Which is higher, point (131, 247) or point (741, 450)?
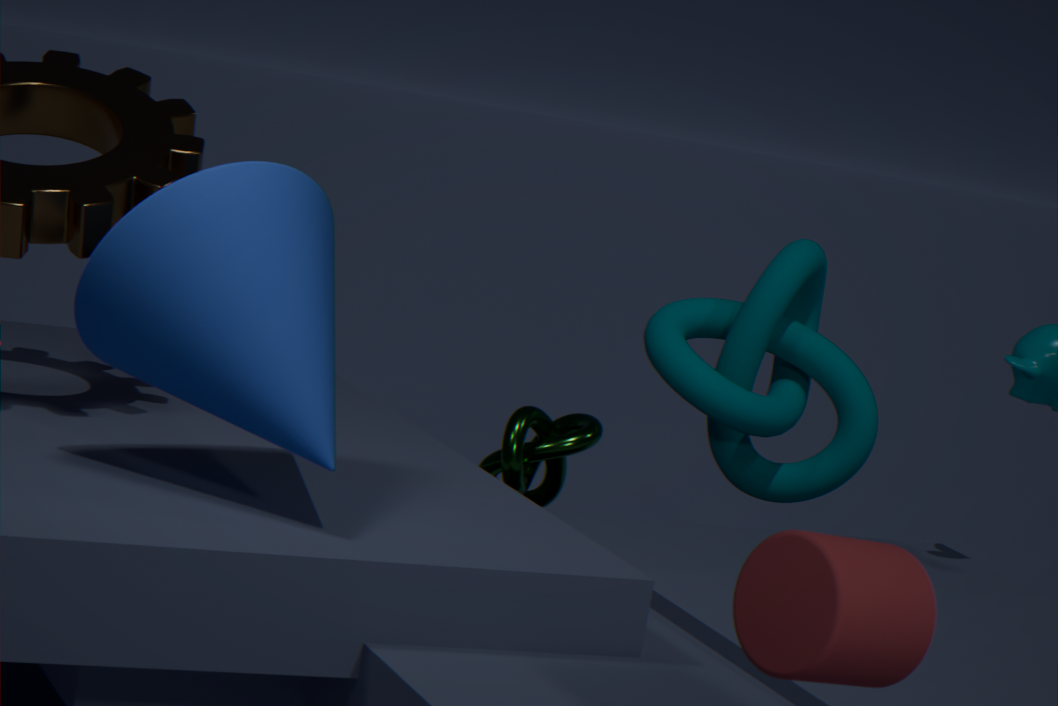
point (131, 247)
